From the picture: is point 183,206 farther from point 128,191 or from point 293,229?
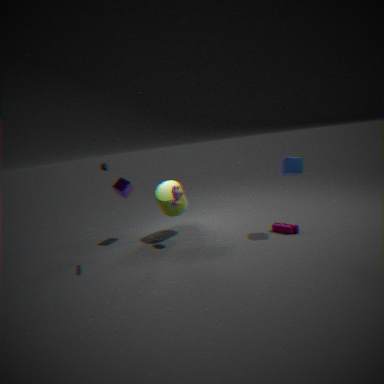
point 293,229
